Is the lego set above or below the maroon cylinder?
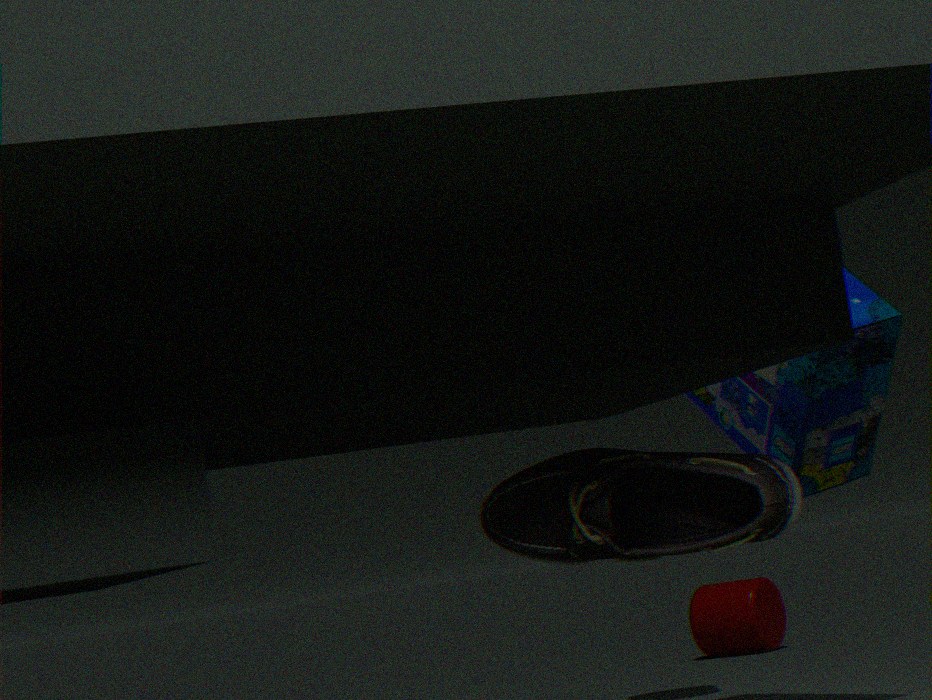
above
